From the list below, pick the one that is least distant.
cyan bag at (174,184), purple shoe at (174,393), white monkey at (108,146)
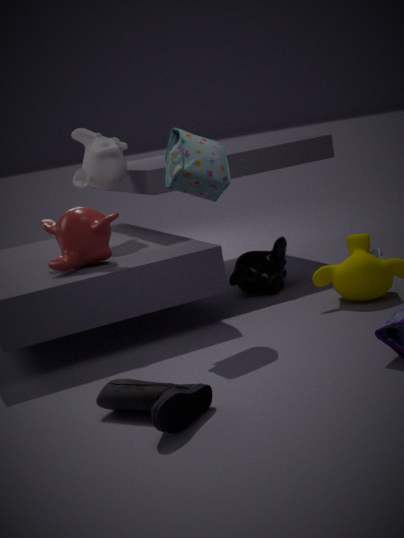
purple shoe at (174,393)
